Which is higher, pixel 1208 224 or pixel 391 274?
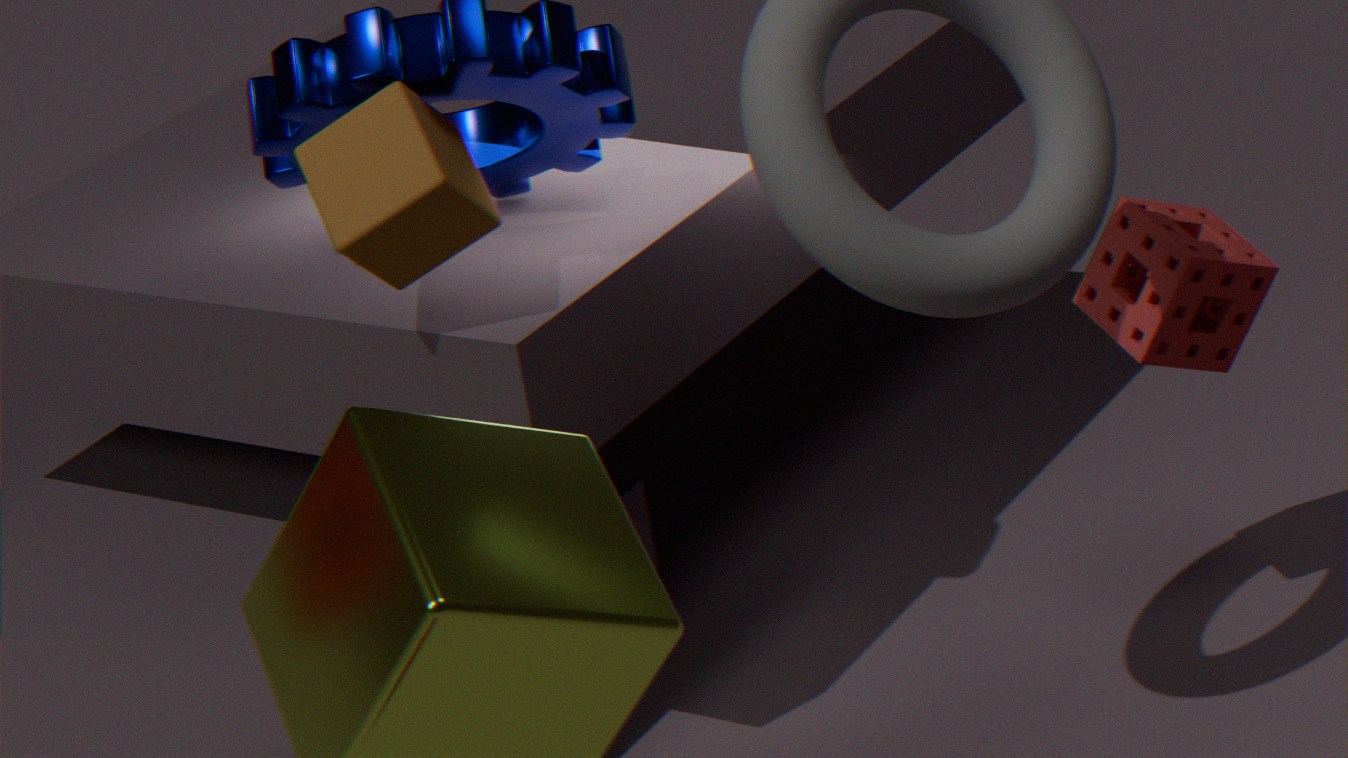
pixel 391 274
